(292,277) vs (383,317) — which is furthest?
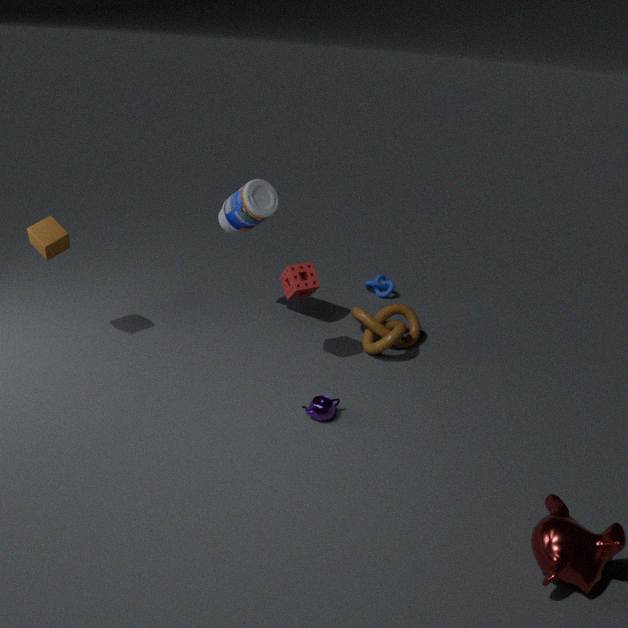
(383,317)
